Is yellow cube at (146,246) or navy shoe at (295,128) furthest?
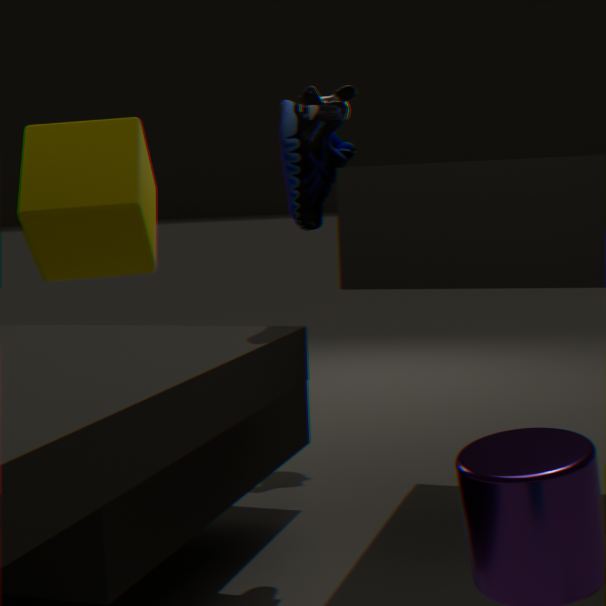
yellow cube at (146,246)
